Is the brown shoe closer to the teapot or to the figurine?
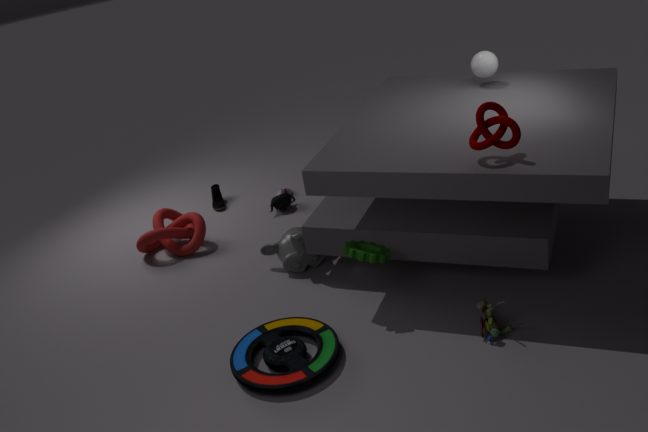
the teapot
